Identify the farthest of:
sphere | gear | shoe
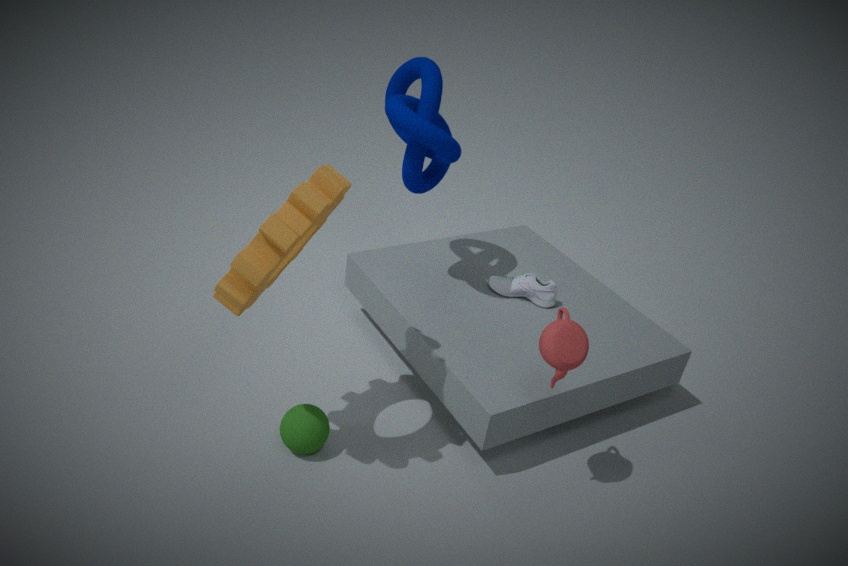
shoe
